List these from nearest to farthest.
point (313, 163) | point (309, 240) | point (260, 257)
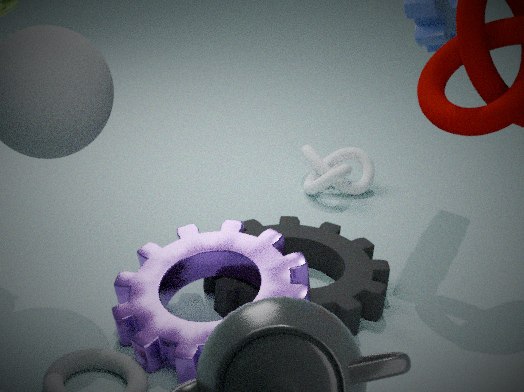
point (260, 257)
point (309, 240)
point (313, 163)
